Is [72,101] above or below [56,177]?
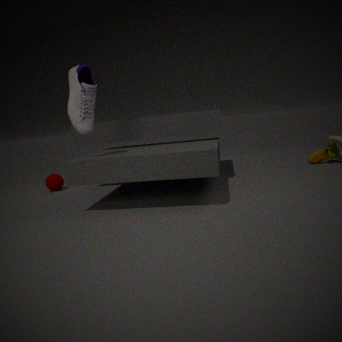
above
